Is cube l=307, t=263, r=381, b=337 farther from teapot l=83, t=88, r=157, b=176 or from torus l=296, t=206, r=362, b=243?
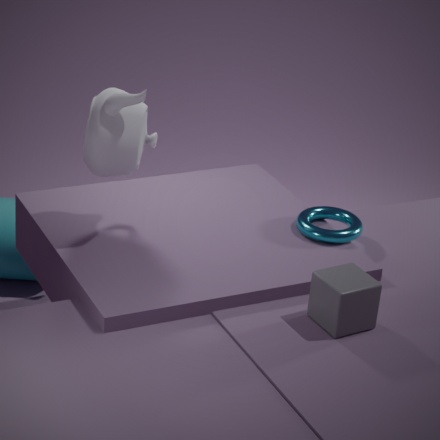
teapot l=83, t=88, r=157, b=176
